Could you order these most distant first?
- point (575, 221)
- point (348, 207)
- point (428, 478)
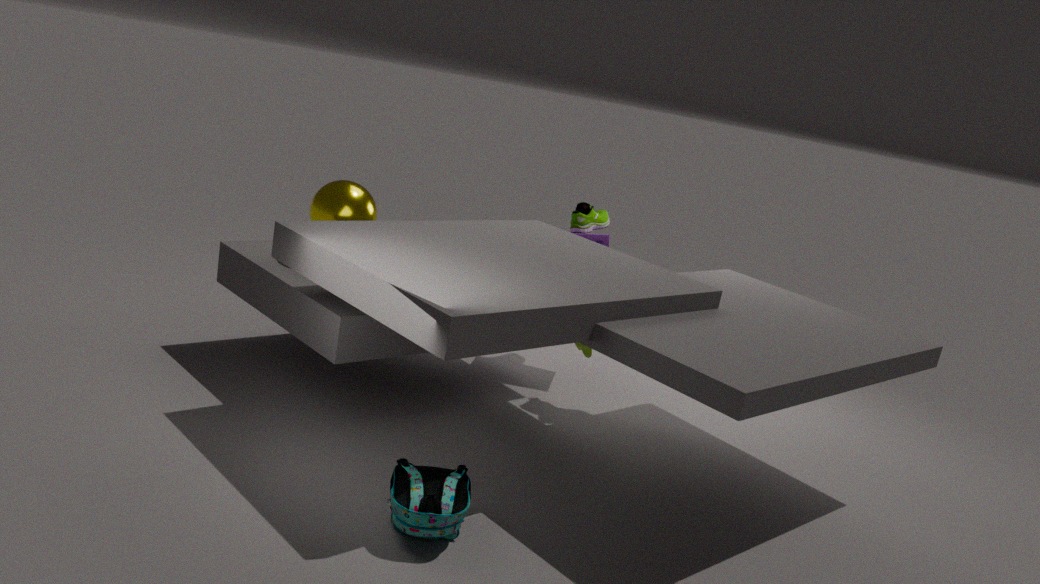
point (575, 221) → point (348, 207) → point (428, 478)
